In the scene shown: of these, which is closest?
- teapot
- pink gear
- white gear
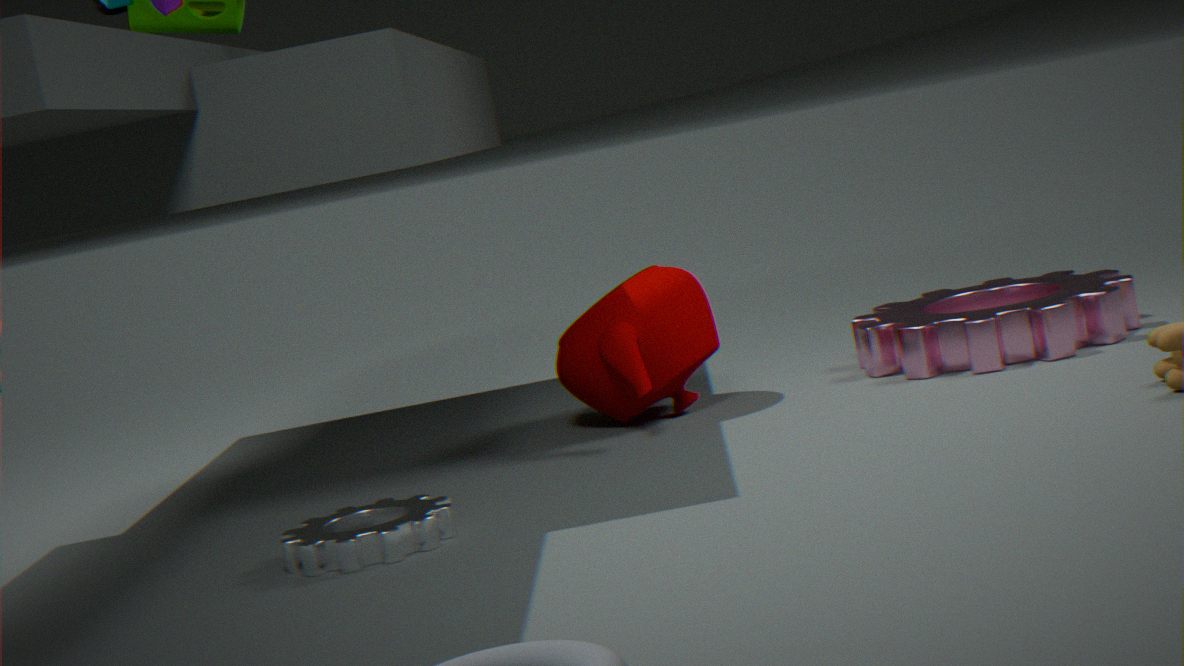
white gear
